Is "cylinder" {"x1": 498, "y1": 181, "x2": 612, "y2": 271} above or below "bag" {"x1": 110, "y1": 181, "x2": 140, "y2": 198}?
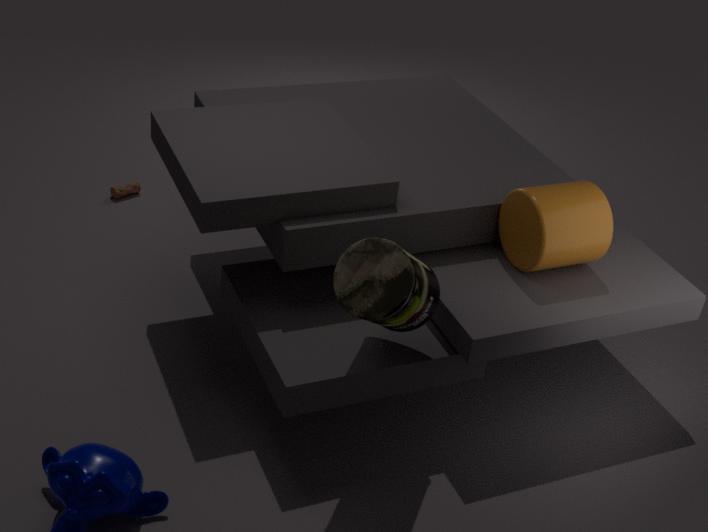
above
